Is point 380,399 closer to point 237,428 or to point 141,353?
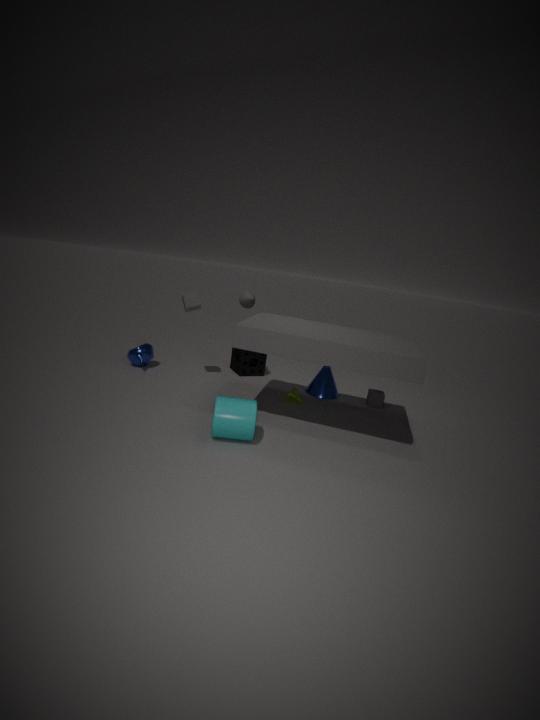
point 237,428
